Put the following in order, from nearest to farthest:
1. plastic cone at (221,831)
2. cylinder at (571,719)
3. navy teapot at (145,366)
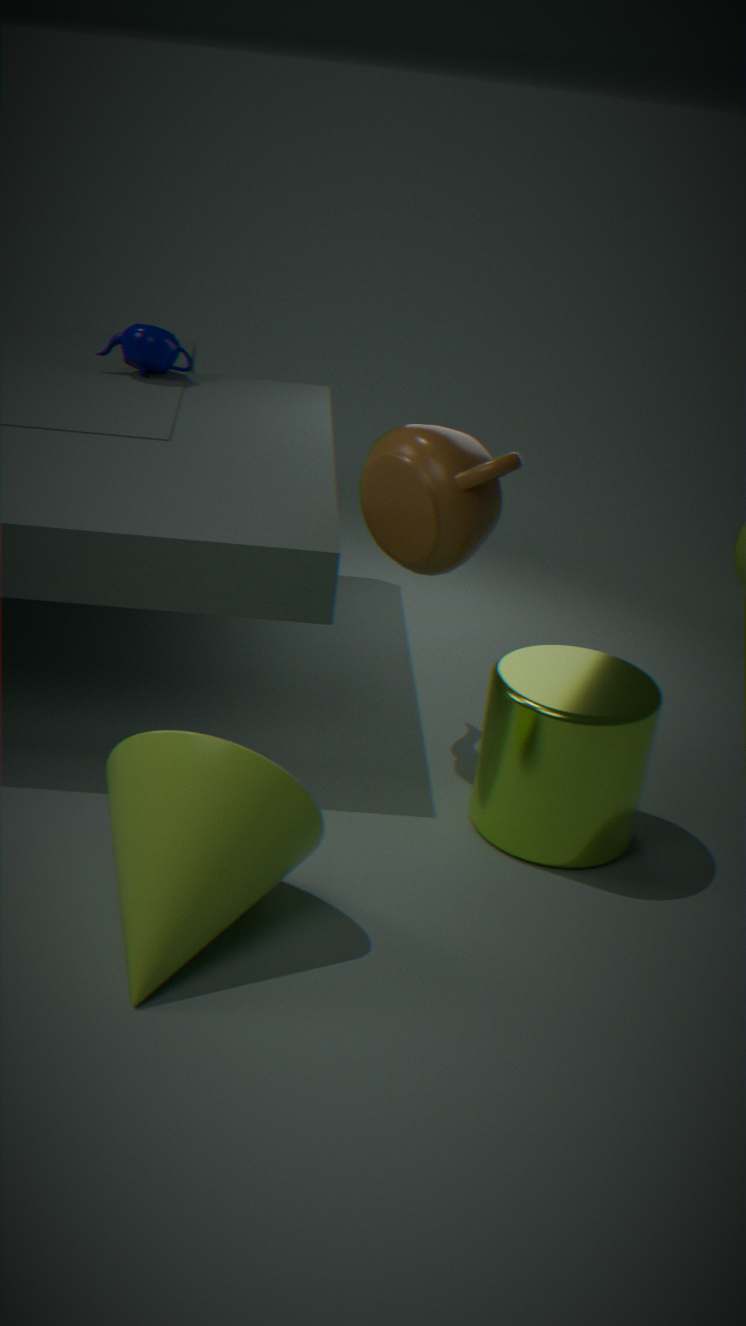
1. plastic cone at (221,831)
2. cylinder at (571,719)
3. navy teapot at (145,366)
